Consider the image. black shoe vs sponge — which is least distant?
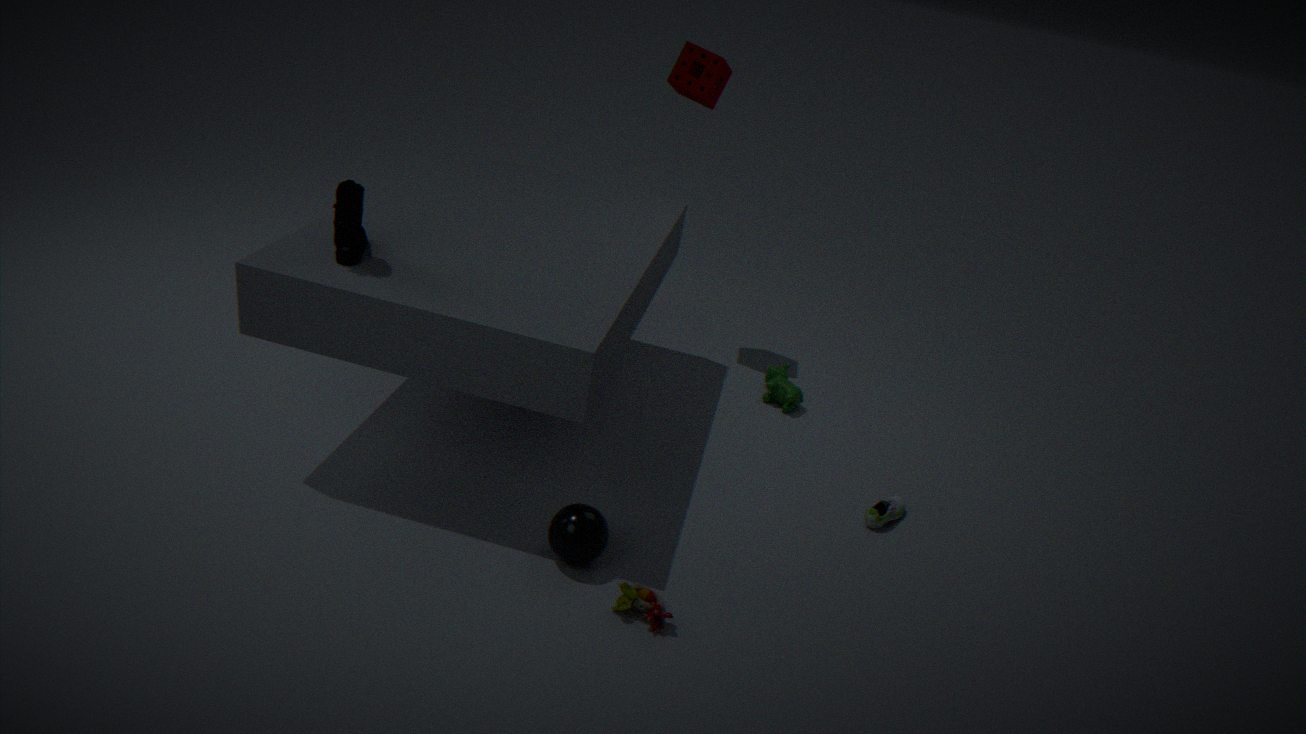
black shoe
